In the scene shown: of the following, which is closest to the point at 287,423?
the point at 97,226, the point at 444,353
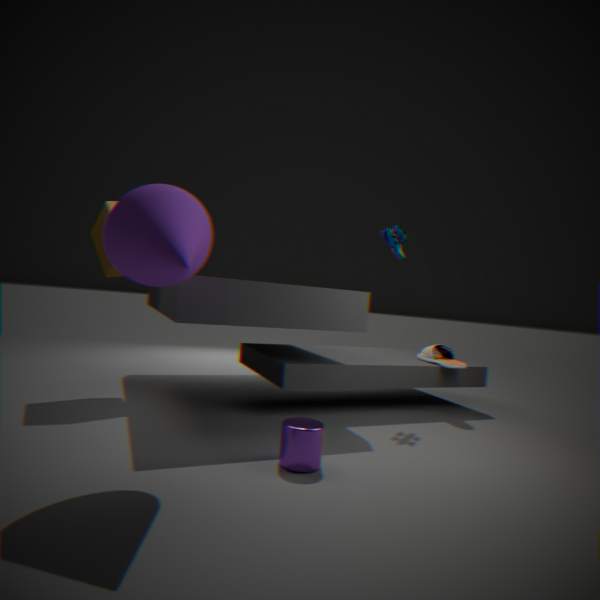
the point at 444,353
